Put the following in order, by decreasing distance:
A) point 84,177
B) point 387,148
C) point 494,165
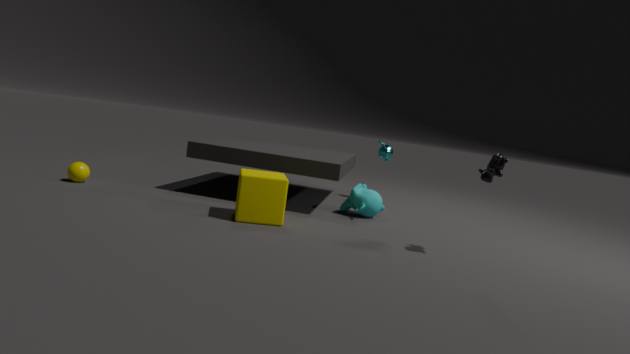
point 387,148
point 84,177
point 494,165
